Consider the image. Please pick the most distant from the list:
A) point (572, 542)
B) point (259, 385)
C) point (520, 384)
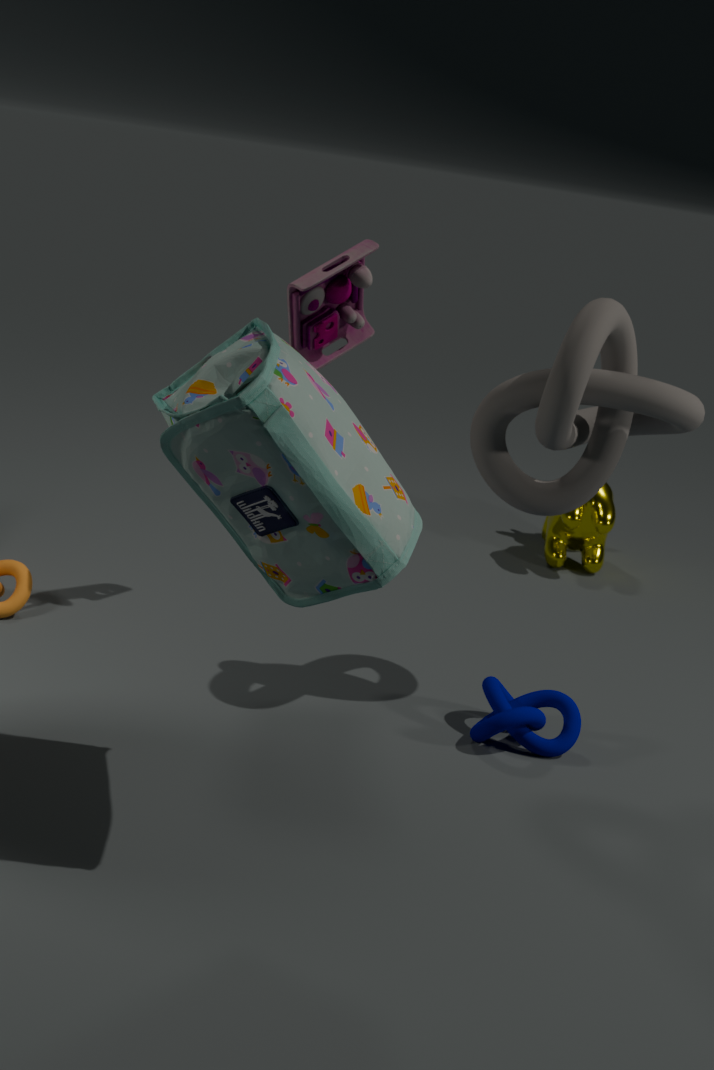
point (572, 542)
